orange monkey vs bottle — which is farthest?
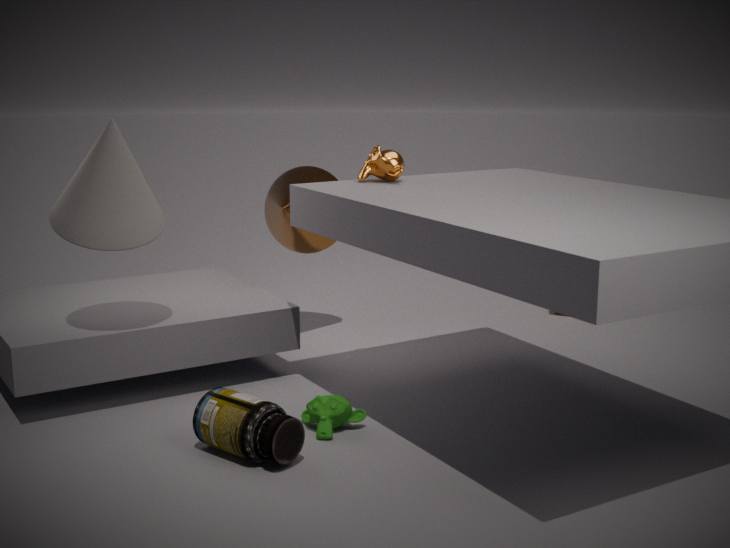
orange monkey
